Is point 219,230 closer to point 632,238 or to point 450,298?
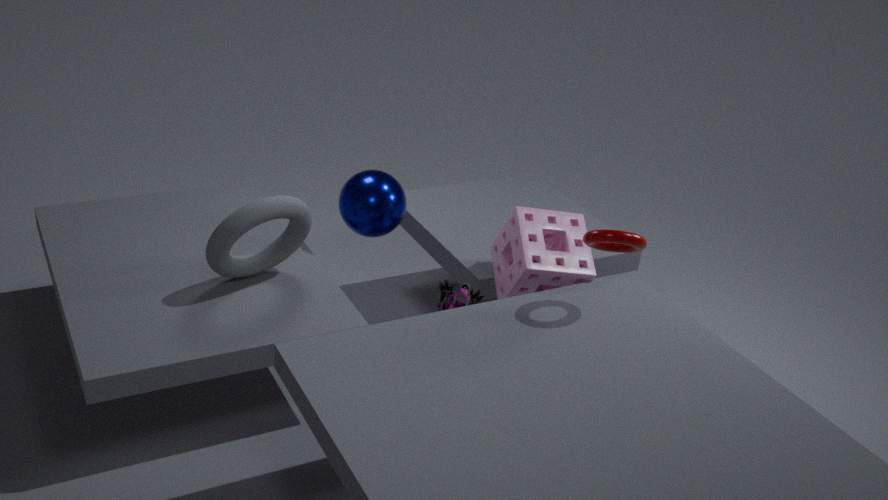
point 450,298
